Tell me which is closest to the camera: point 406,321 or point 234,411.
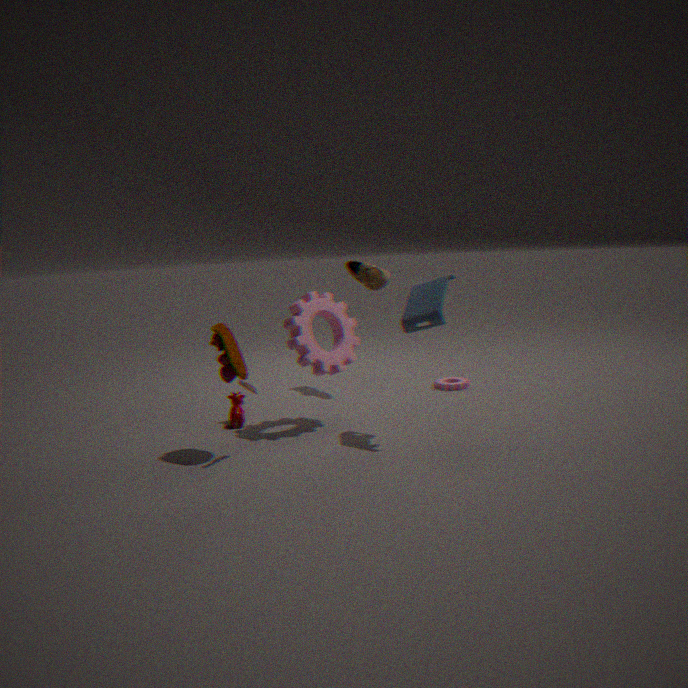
point 406,321
